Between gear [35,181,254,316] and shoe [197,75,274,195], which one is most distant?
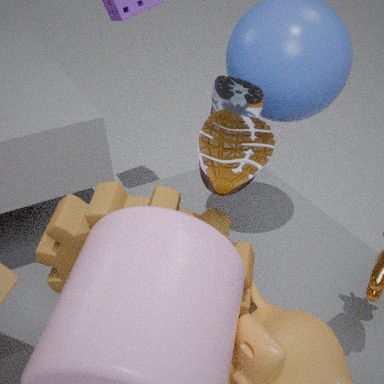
gear [35,181,254,316]
